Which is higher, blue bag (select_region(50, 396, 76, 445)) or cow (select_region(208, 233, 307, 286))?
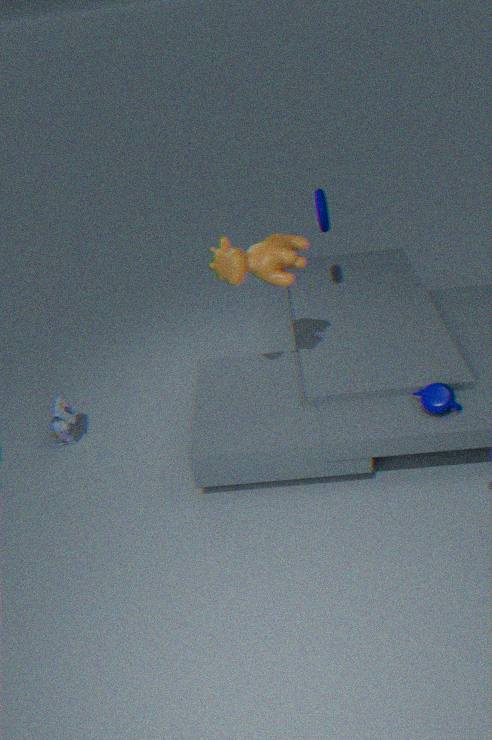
cow (select_region(208, 233, 307, 286))
